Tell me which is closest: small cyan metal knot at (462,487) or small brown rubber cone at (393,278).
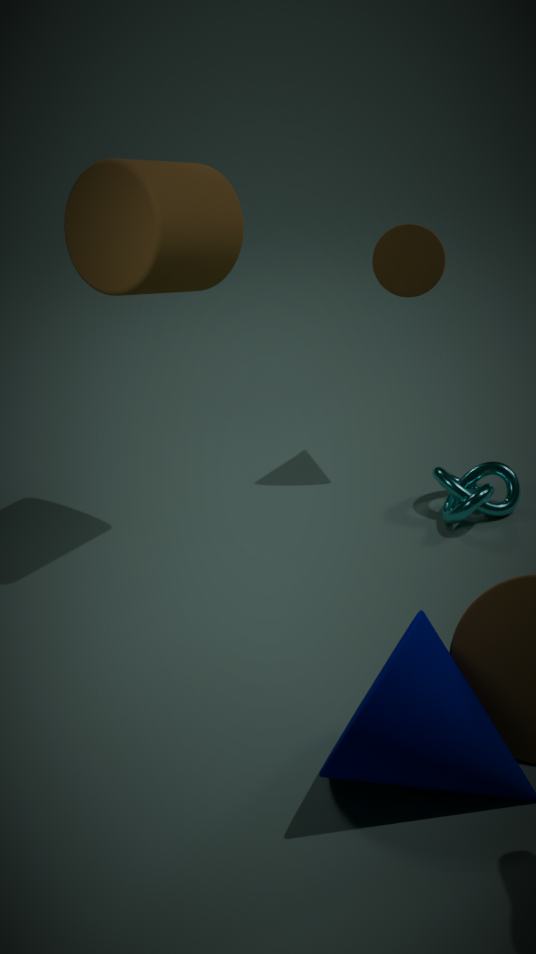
small cyan metal knot at (462,487)
